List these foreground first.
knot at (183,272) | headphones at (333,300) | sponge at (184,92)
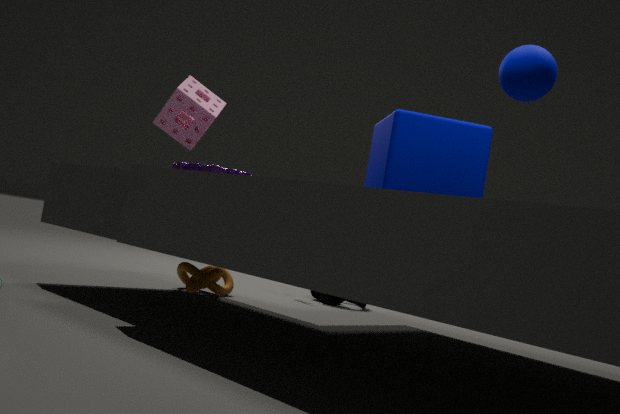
1. sponge at (184,92)
2. knot at (183,272)
3. headphones at (333,300)
